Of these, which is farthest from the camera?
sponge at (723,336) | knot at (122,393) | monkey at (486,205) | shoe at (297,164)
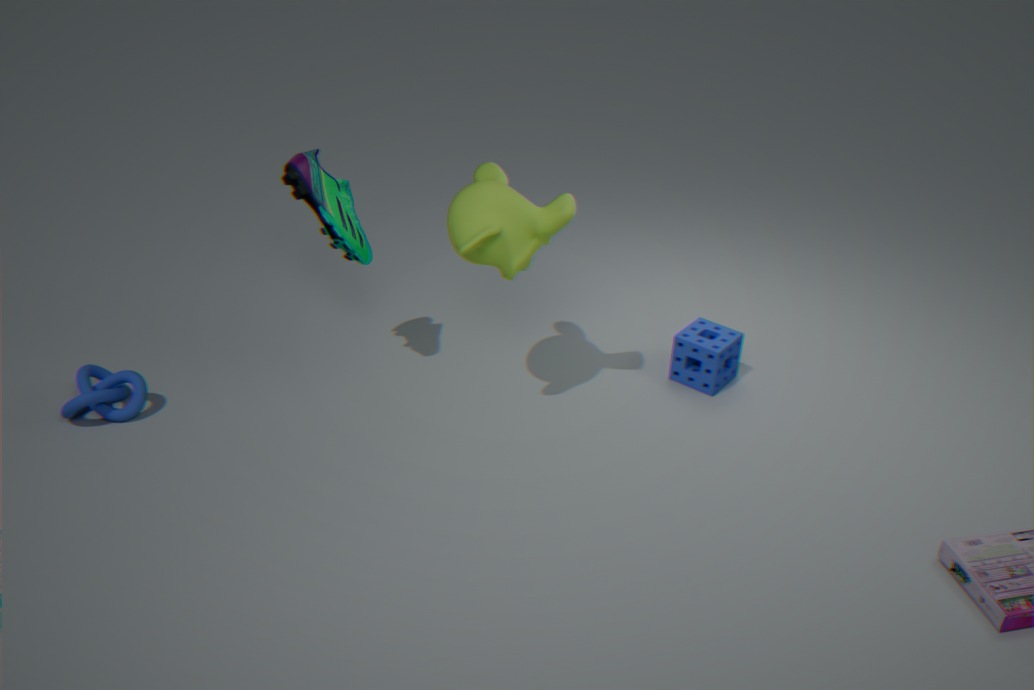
sponge at (723,336)
